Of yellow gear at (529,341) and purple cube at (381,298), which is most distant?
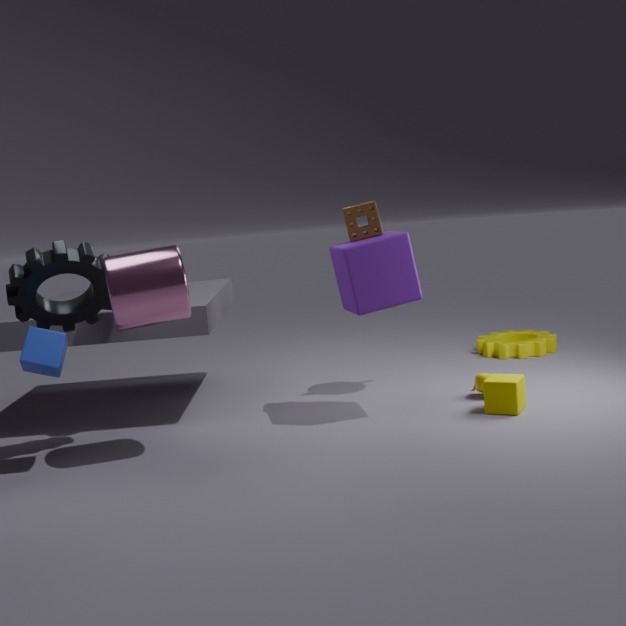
yellow gear at (529,341)
